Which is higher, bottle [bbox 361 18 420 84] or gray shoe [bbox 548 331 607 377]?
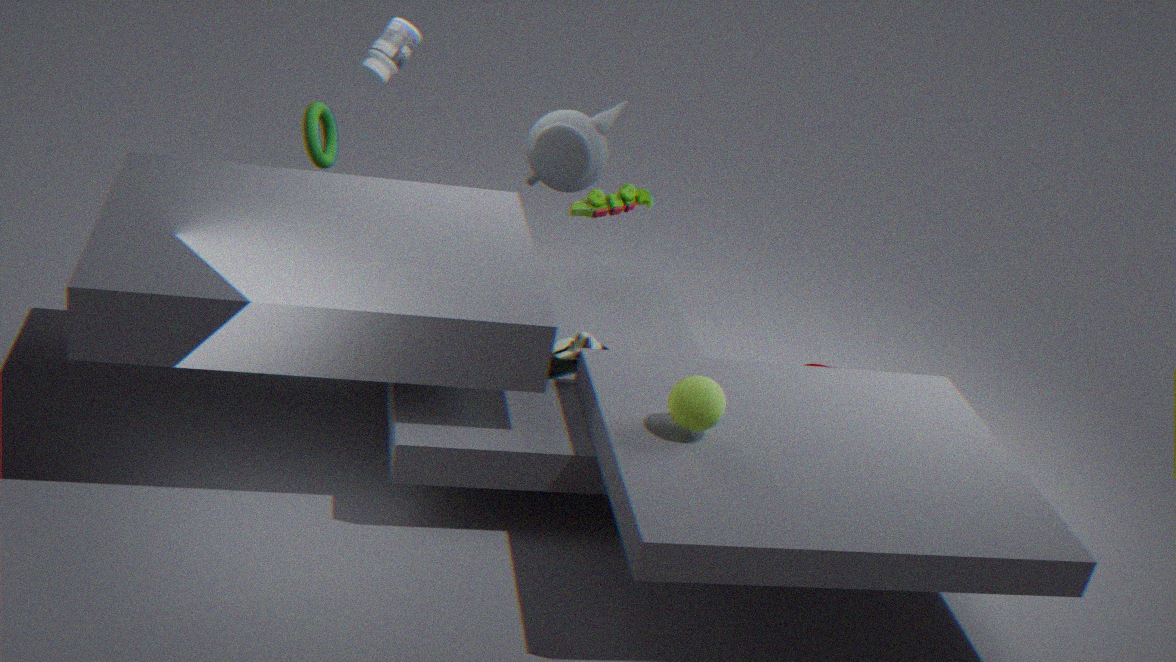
bottle [bbox 361 18 420 84]
